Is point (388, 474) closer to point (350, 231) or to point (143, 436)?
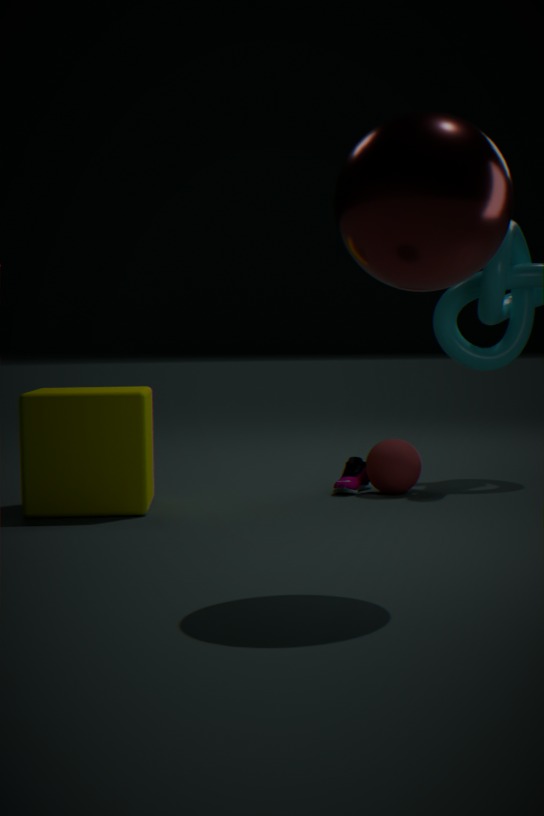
point (143, 436)
